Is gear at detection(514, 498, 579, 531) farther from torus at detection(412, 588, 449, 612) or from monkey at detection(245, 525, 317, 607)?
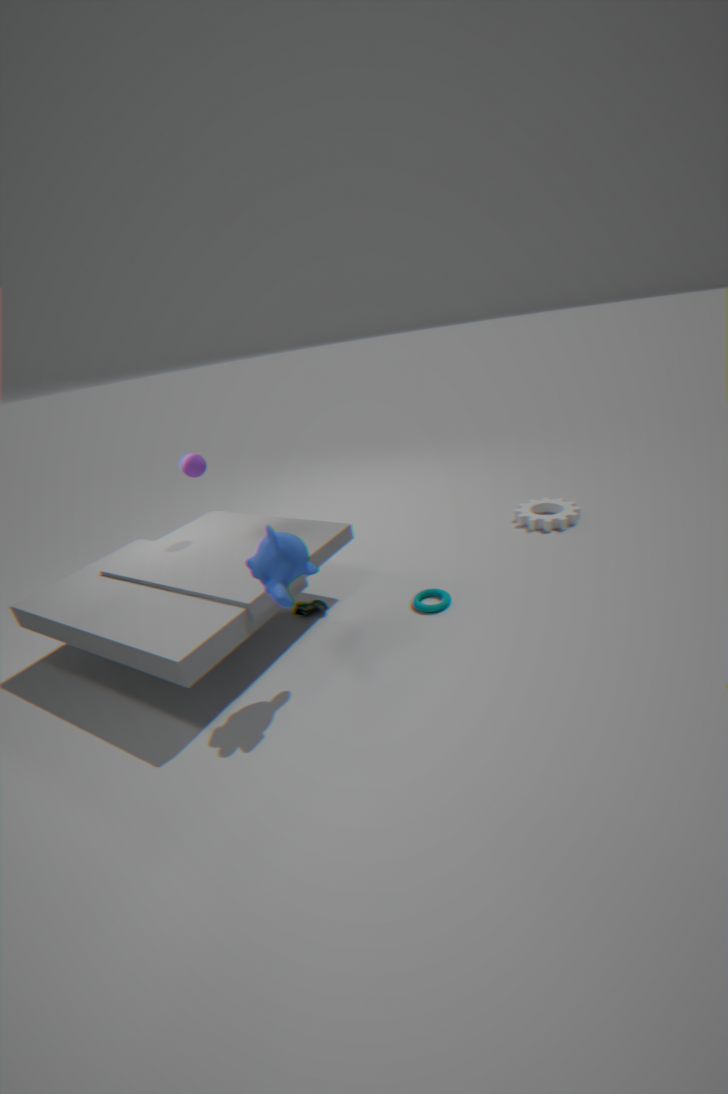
monkey at detection(245, 525, 317, 607)
